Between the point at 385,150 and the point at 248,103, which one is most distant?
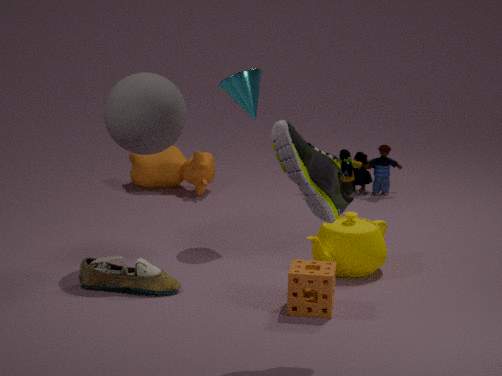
the point at 385,150
